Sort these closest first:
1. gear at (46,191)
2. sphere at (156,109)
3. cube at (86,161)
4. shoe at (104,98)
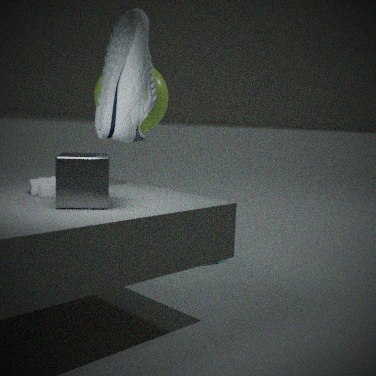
1. cube at (86,161)
2. shoe at (104,98)
3. gear at (46,191)
4. sphere at (156,109)
